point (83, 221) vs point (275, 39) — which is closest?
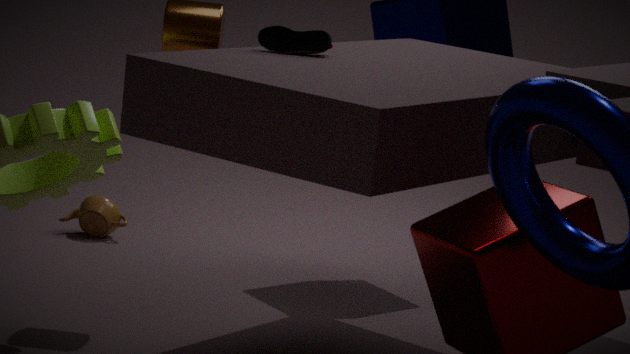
point (275, 39)
